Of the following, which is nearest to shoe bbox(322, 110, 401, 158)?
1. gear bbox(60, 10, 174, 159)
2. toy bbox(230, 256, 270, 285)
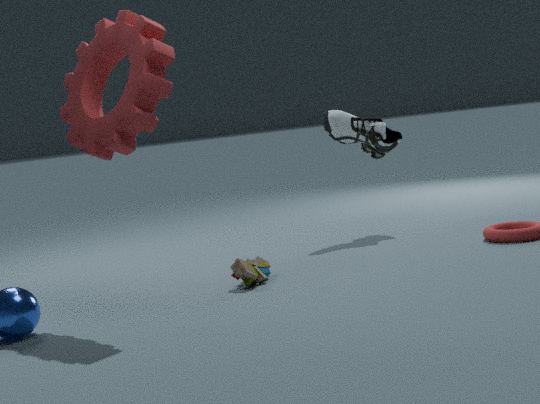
toy bbox(230, 256, 270, 285)
